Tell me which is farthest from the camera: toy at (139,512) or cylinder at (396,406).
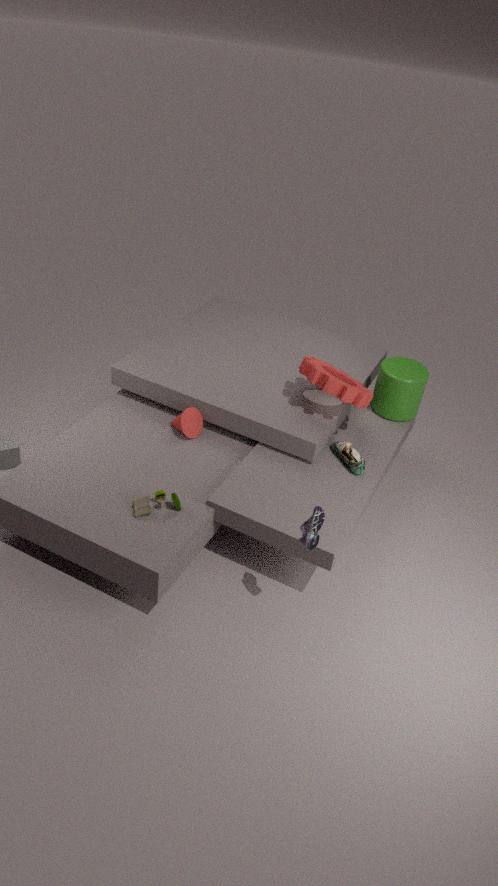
cylinder at (396,406)
